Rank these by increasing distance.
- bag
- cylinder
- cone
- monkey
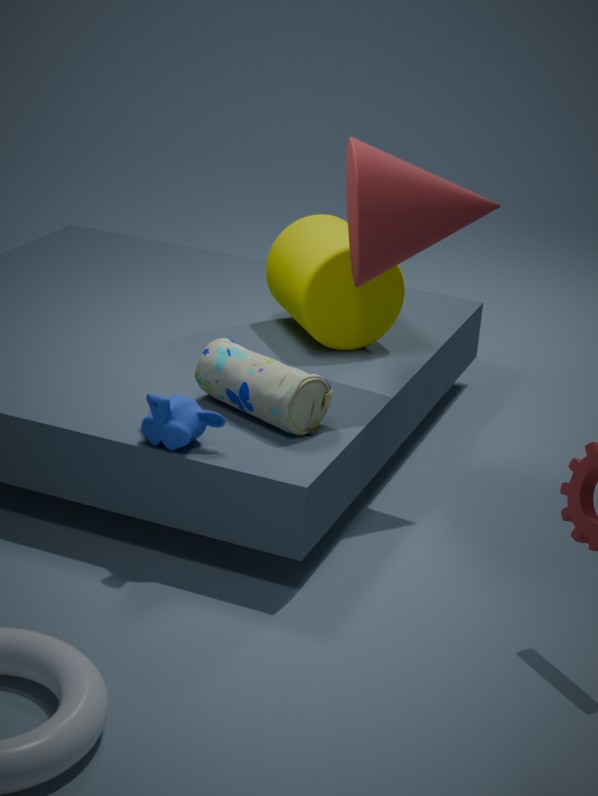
monkey
bag
cone
cylinder
